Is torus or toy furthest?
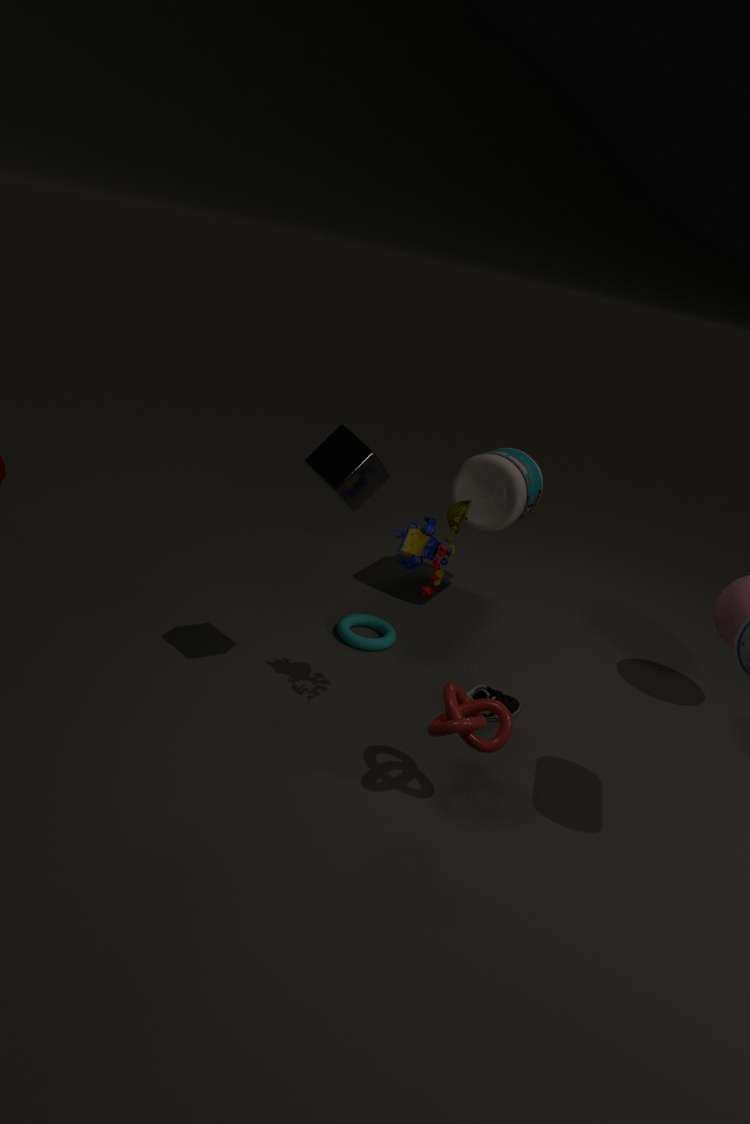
torus
